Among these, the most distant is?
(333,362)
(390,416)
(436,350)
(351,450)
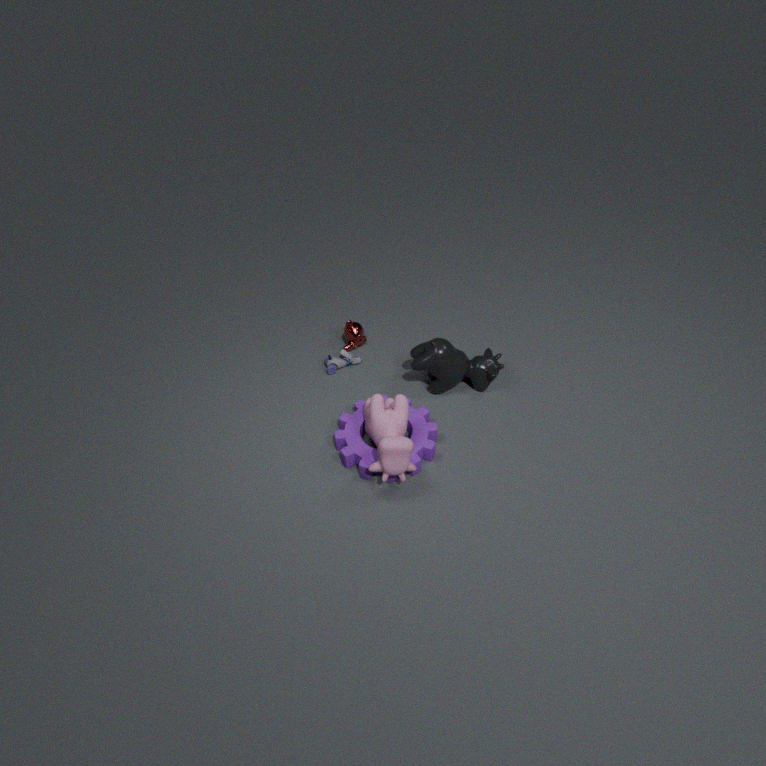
(333,362)
